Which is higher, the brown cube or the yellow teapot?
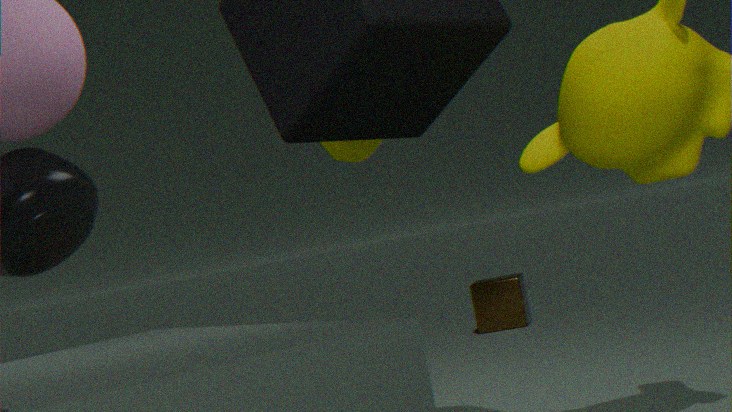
the yellow teapot
